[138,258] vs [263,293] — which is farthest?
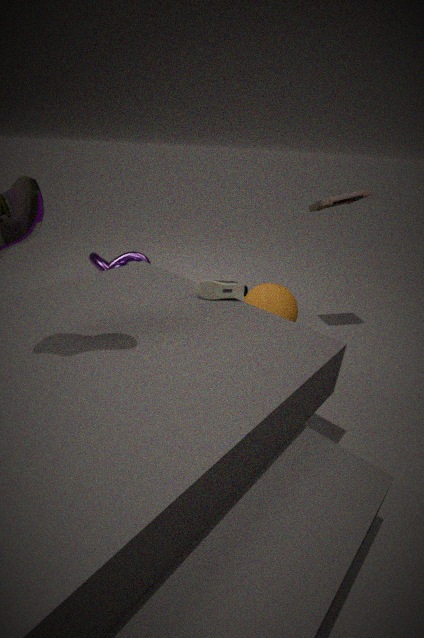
[138,258]
